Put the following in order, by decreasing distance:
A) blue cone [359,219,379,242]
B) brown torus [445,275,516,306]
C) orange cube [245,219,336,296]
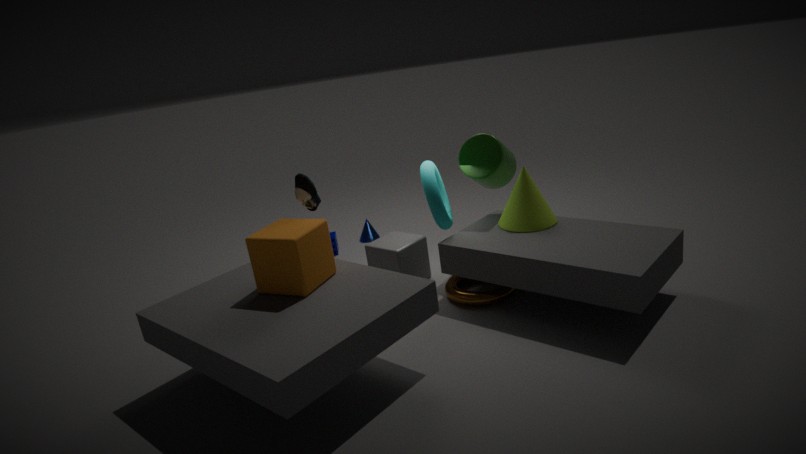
blue cone [359,219,379,242]
brown torus [445,275,516,306]
orange cube [245,219,336,296]
